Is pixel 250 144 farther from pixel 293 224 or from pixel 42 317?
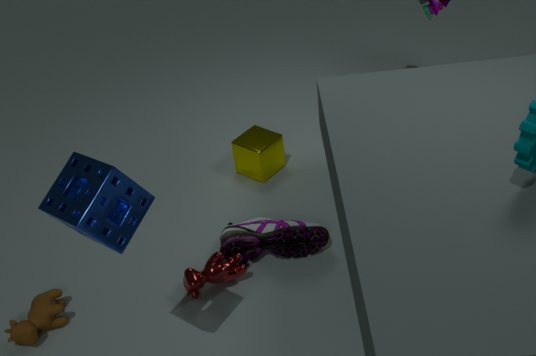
pixel 42 317
